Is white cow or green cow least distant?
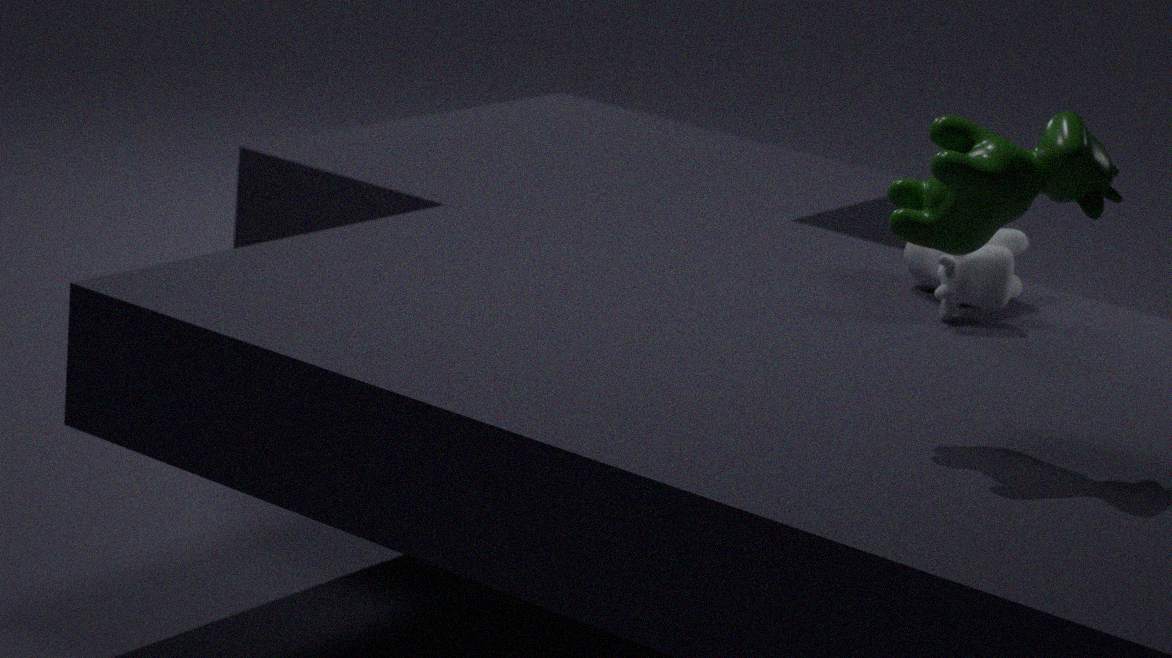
green cow
